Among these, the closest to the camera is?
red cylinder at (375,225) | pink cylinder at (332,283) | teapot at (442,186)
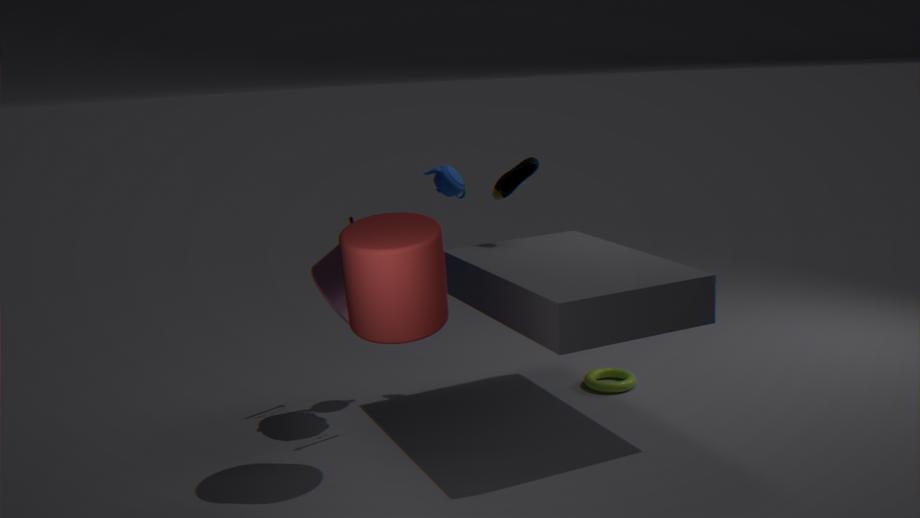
red cylinder at (375,225)
